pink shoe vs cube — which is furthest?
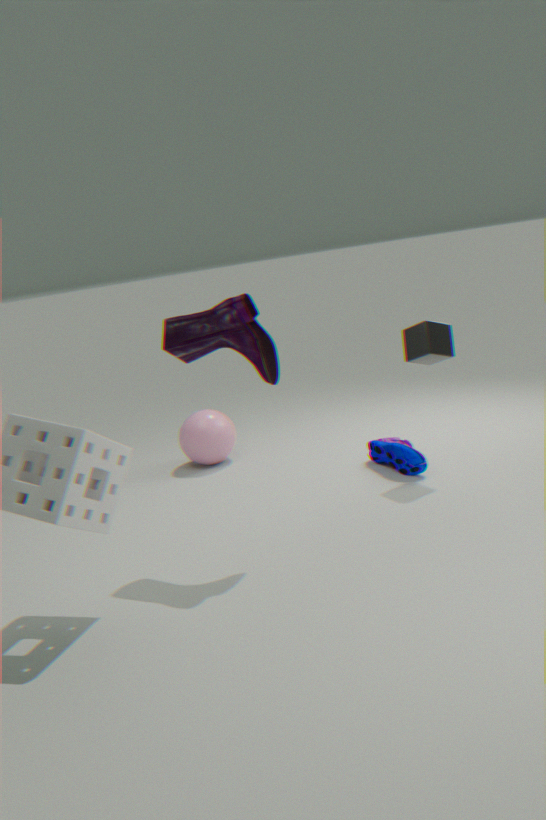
cube
